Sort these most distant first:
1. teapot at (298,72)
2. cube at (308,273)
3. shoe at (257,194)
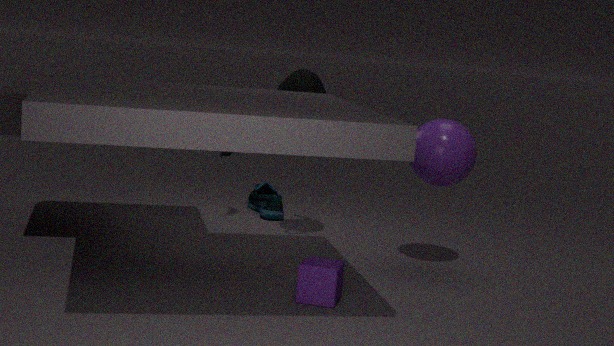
shoe at (257,194), teapot at (298,72), cube at (308,273)
